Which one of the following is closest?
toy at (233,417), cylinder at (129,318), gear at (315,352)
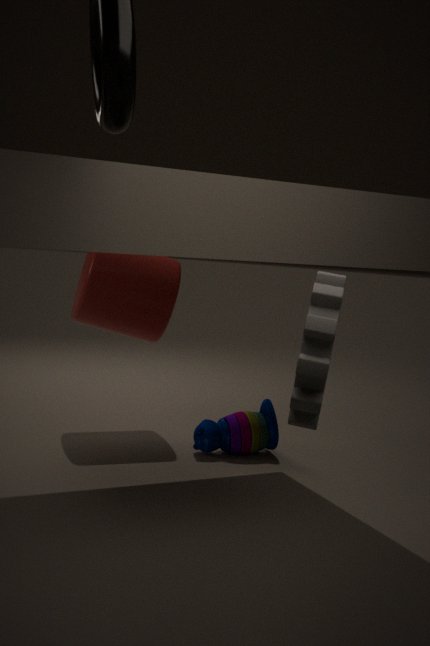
gear at (315,352)
